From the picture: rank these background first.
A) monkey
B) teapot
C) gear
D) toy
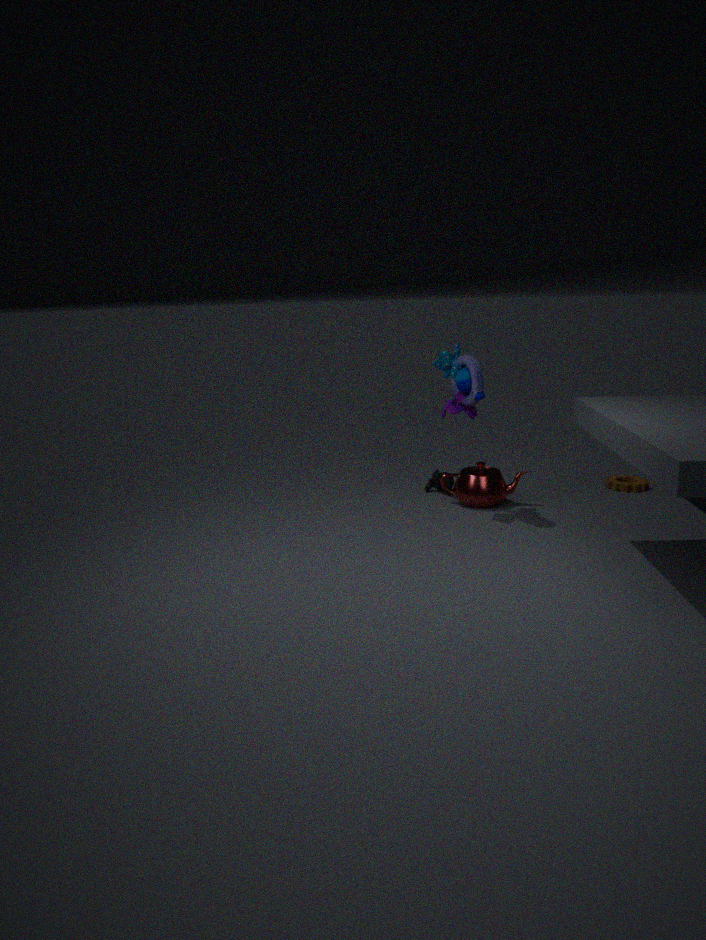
1. monkey
2. gear
3. teapot
4. toy
